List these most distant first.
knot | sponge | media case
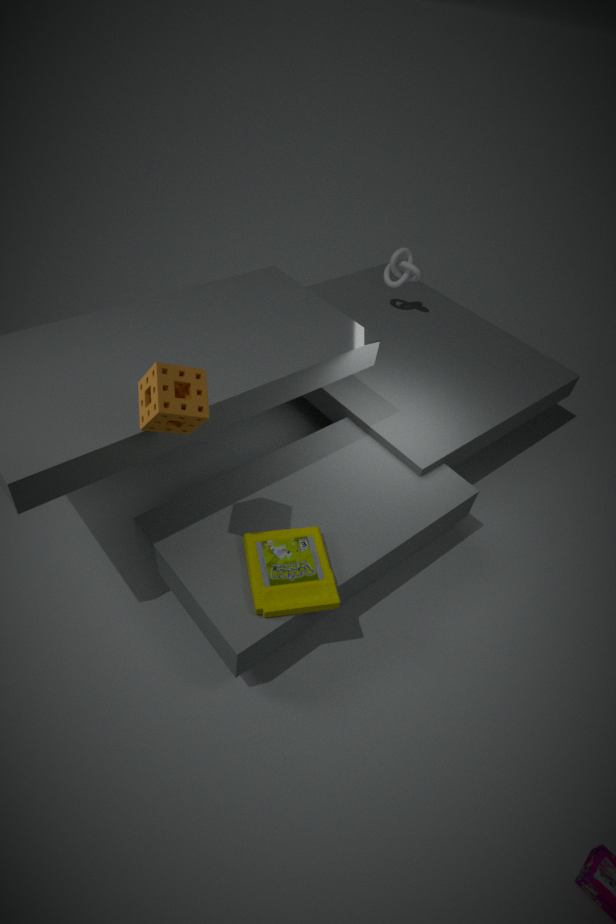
knot → media case → sponge
